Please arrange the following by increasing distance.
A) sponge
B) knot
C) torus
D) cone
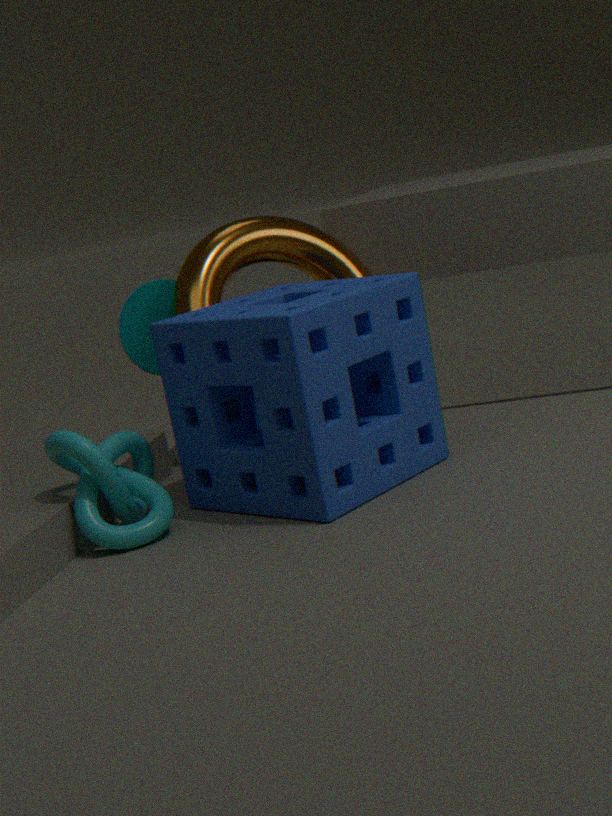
sponge < knot < torus < cone
